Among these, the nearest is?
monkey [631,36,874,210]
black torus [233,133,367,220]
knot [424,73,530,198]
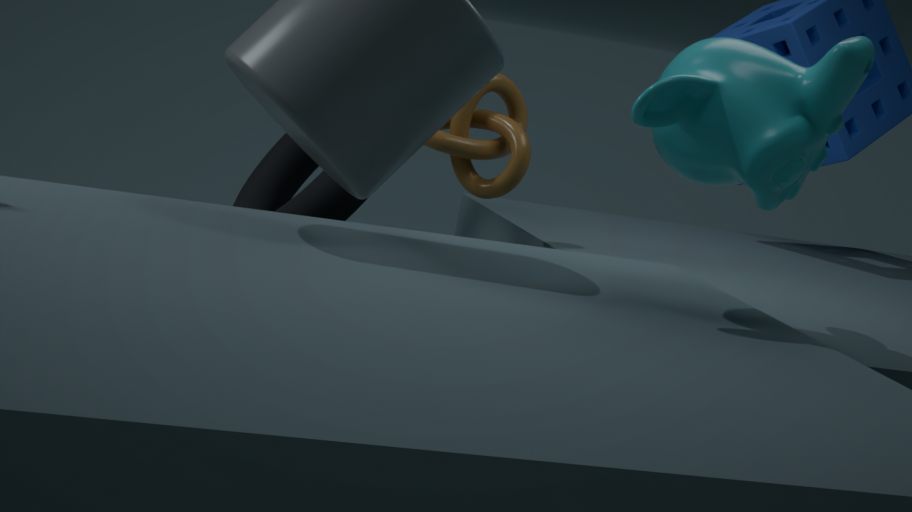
monkey [631,36,874,210]
